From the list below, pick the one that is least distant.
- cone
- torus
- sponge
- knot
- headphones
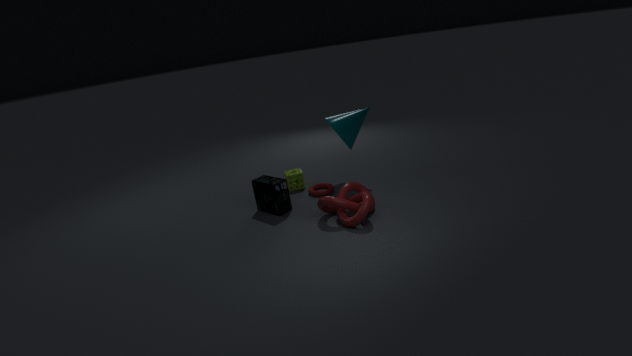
knot
